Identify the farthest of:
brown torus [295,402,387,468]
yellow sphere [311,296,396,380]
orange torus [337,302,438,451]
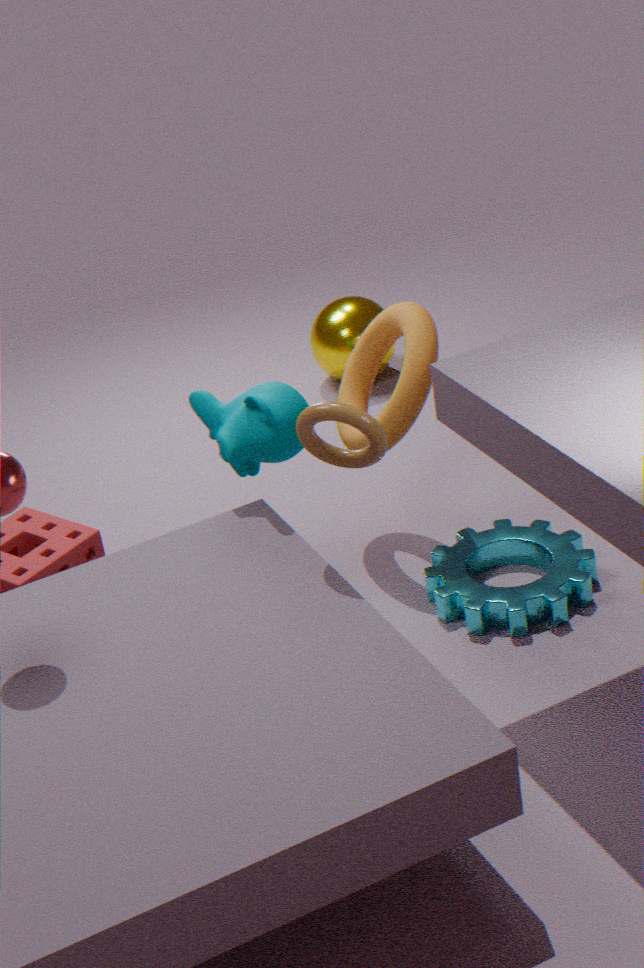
yellow sphere [311,296,396,380]
